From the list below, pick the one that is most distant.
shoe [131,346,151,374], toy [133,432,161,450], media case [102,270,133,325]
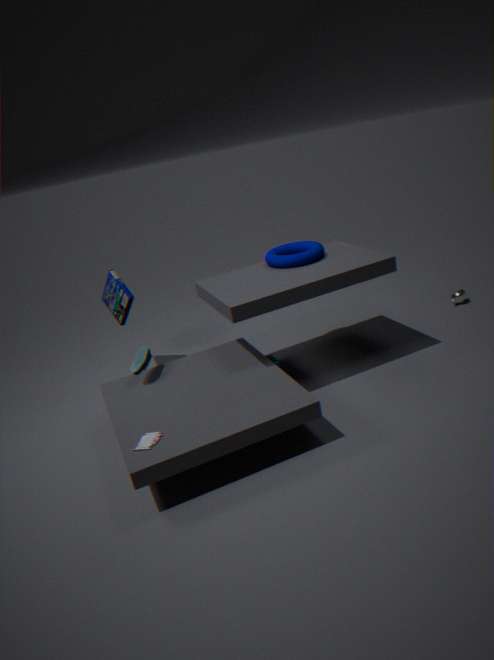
media case [102,270,133,325]
